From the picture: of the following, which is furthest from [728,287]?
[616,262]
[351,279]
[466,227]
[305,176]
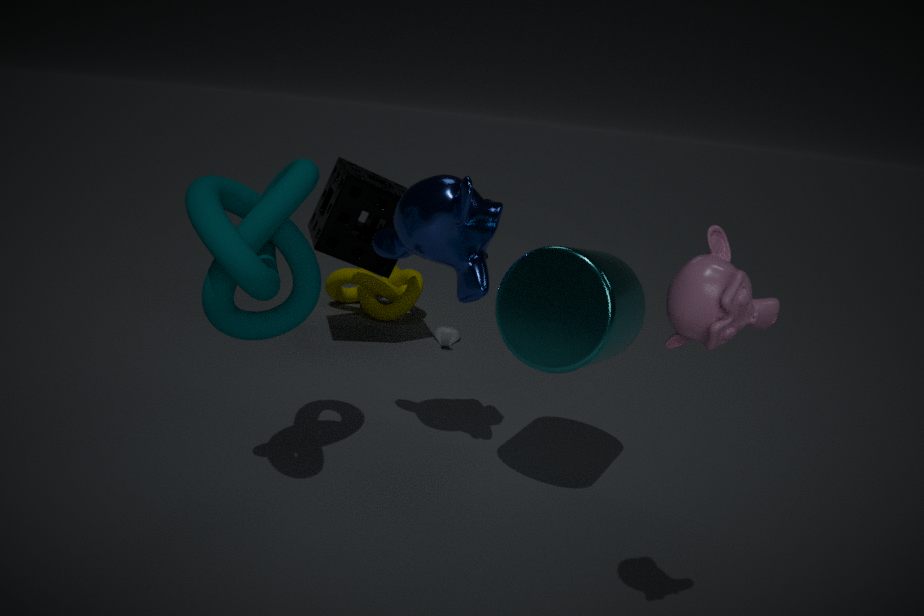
[351,279]
